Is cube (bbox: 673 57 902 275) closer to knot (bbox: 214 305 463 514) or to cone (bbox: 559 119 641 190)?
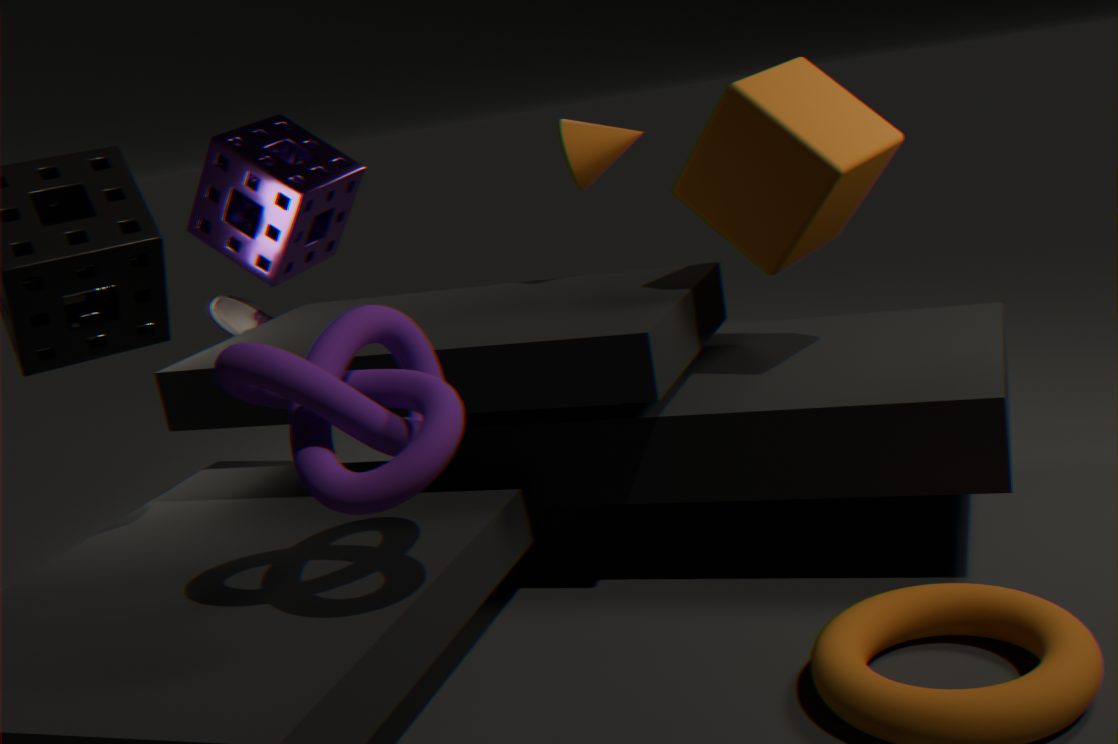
cone (bbox: 559 119 641 190)
